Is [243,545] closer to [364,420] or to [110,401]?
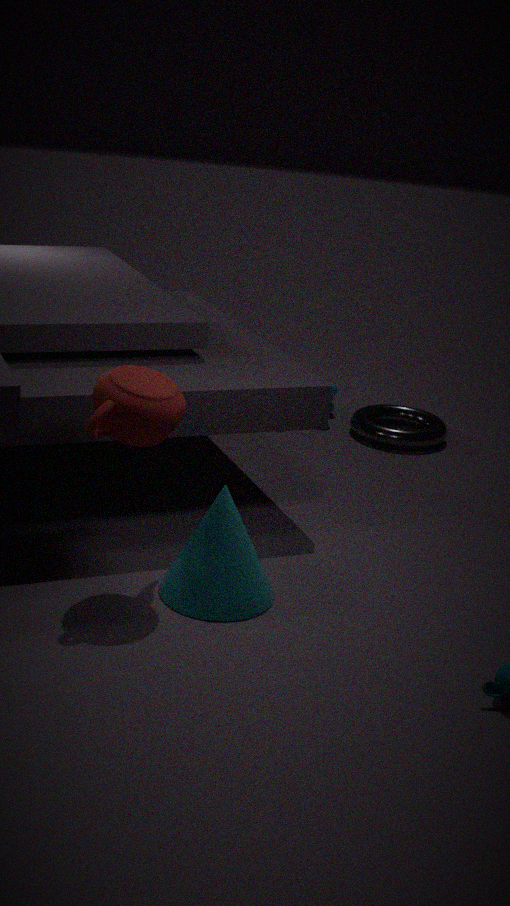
[110,401]
